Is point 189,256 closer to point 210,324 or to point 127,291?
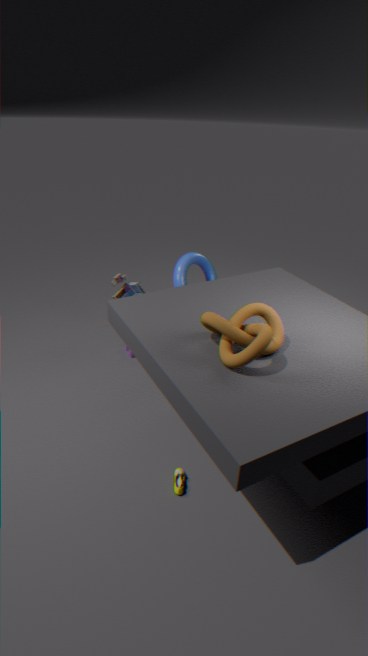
point 127,291
